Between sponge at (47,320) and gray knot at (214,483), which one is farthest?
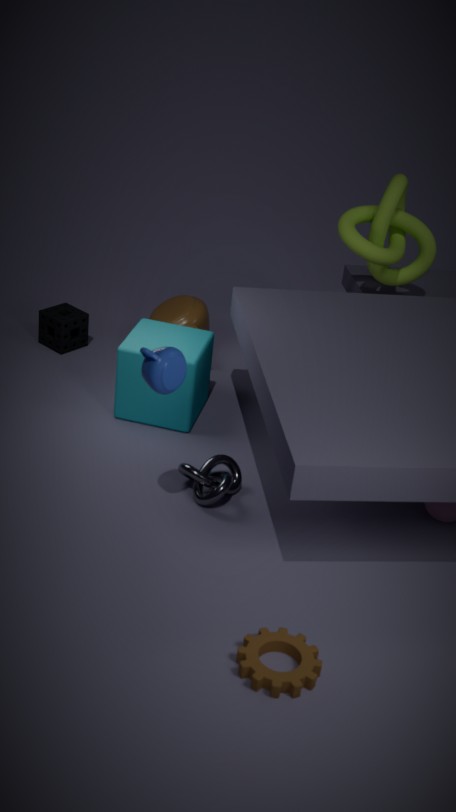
sponge at (47,320)
